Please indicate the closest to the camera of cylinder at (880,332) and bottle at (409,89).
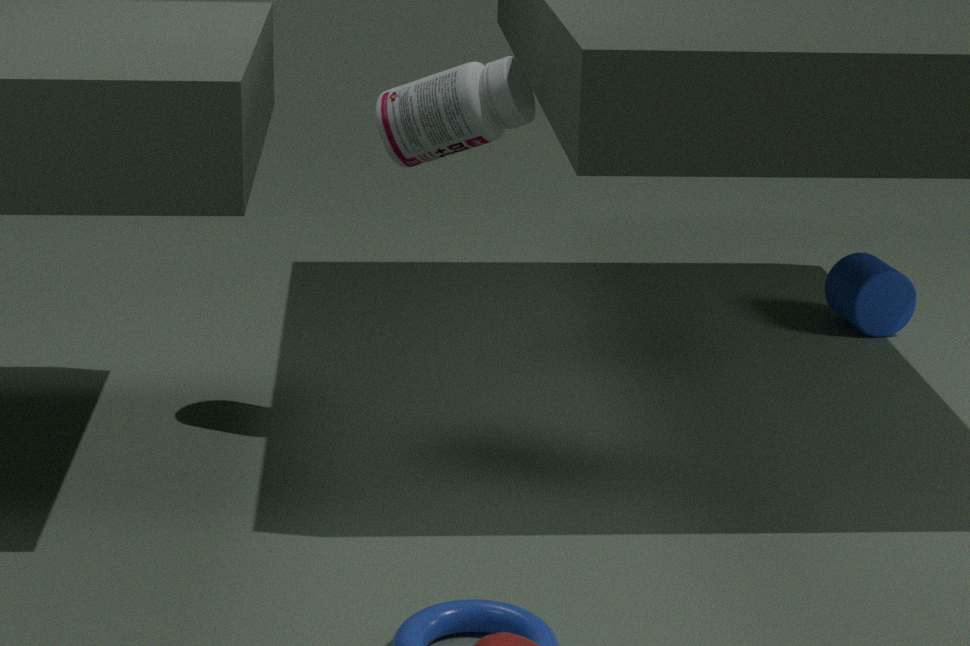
bottle at (409,89)
